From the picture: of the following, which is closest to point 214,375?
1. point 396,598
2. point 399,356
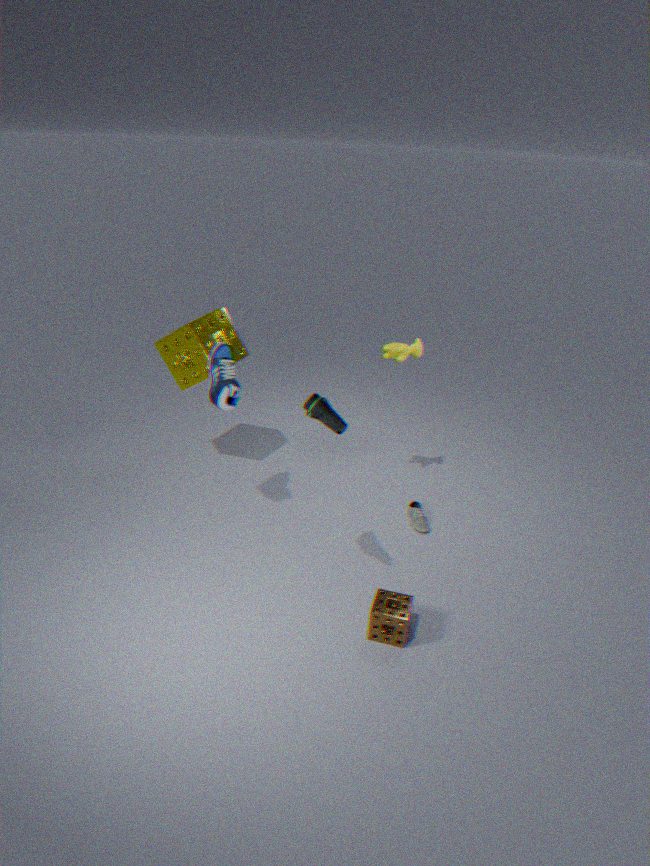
point 399,356
